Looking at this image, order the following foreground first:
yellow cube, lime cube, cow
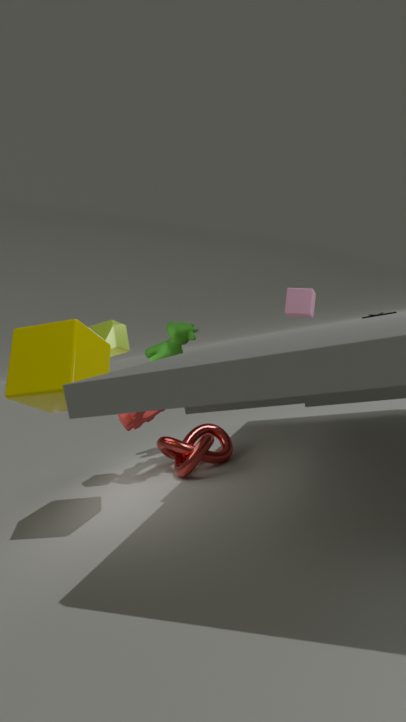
yellow cube, lime cube, cow
